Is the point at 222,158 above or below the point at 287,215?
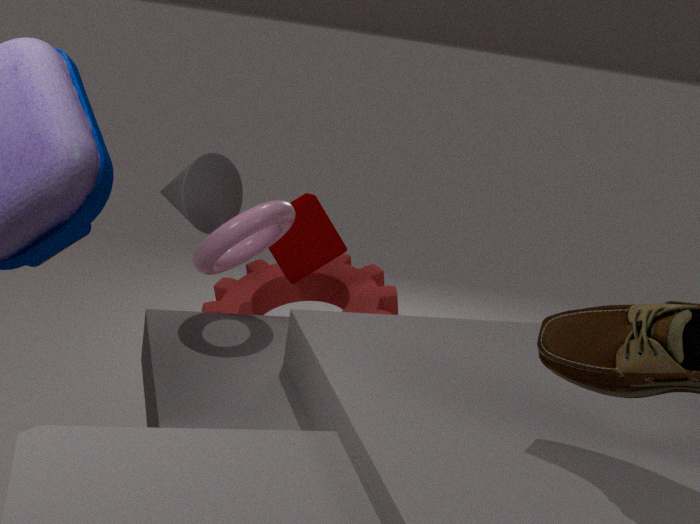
above
